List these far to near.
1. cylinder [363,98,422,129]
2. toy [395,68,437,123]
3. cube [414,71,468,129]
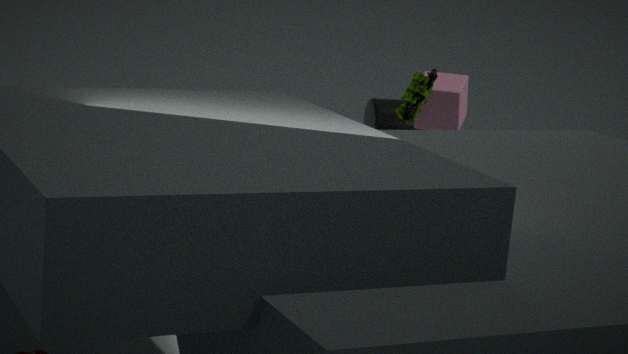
cylinder [363,98,422,129], cube [414,71,468,129], toy [395,68,437,123]
